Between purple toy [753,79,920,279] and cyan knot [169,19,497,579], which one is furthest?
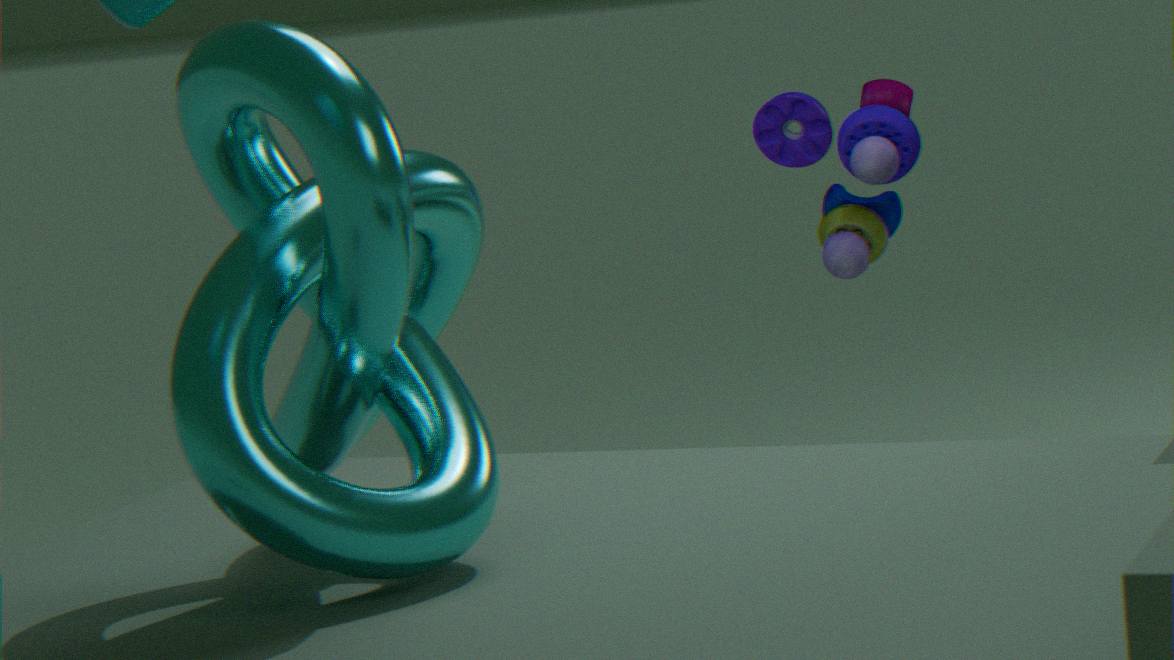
purple toy [753,79,920,279]
